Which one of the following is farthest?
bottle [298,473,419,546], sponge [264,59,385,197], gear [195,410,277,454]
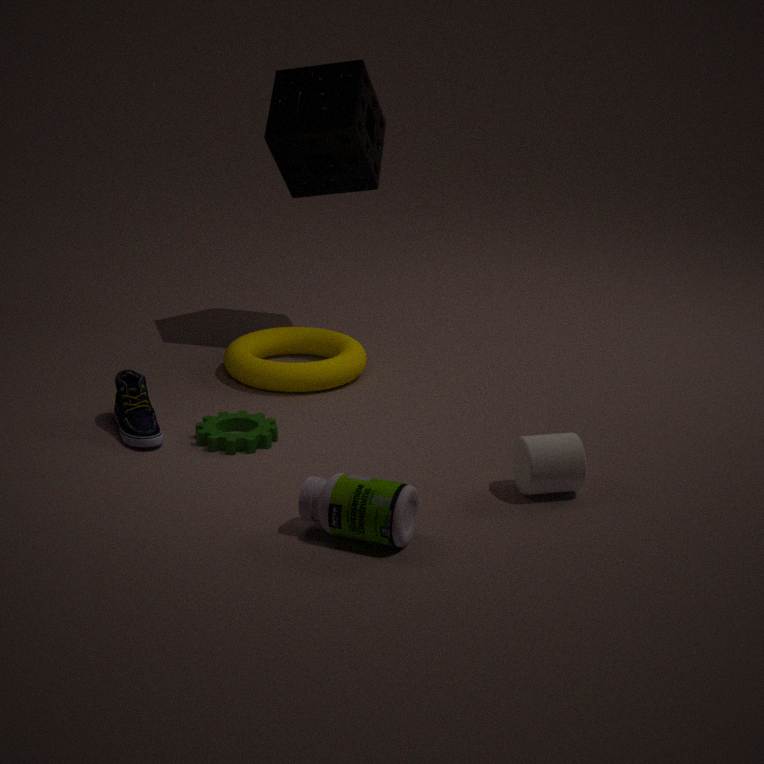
sponge [264,59,385,197]
